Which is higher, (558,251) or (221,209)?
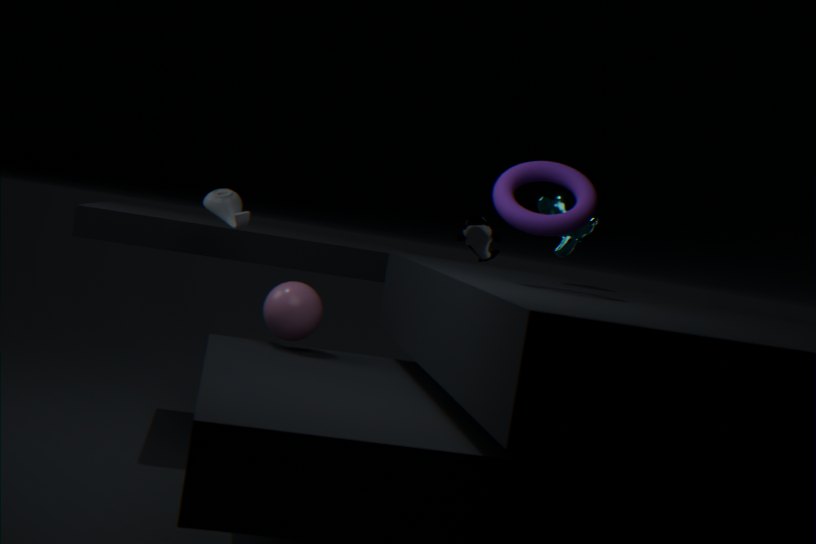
(558,251)
